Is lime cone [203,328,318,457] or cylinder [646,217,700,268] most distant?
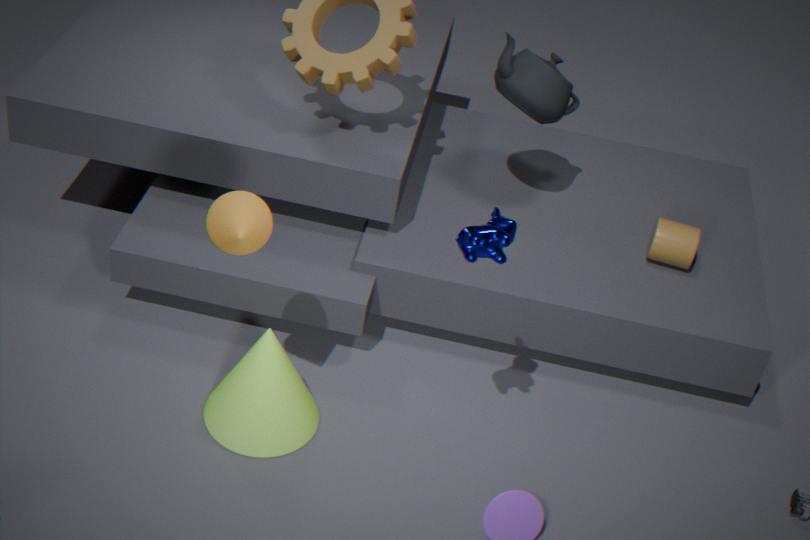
cylinder [646,217,700,268]
